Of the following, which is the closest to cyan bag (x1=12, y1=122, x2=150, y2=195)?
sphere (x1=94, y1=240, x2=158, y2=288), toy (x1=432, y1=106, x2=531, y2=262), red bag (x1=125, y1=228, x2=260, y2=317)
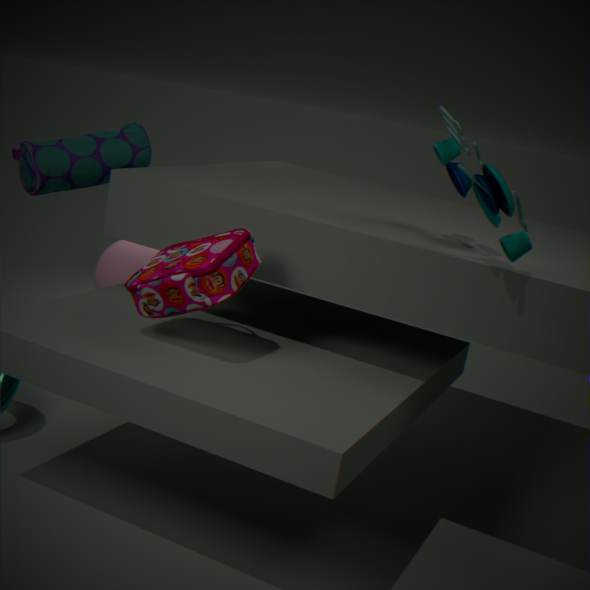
sphere (x1=94, y1=240, x2=158, y2=288)
